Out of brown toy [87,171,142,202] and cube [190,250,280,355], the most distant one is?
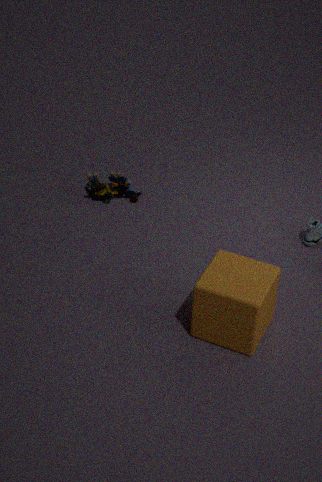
brown toy [87,171,142,202]
